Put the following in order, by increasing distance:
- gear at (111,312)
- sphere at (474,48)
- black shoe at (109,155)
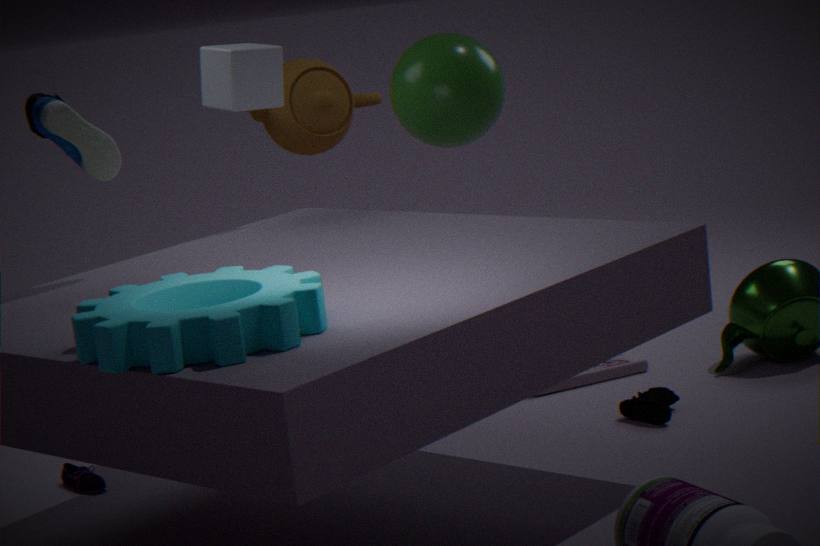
1. gear at (111,312)
2. black shoe at (109,155)
3. sphere at (474,48)
